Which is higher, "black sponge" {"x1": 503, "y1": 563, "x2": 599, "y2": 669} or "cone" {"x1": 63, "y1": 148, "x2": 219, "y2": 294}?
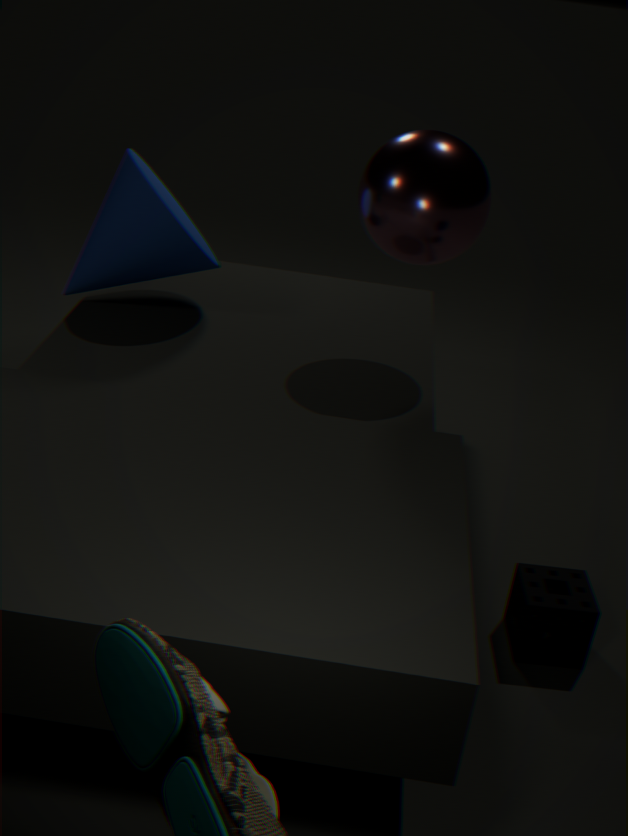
"cone" {"x1": 63, "y1": 148, "x2": 219, "y2": 294}
